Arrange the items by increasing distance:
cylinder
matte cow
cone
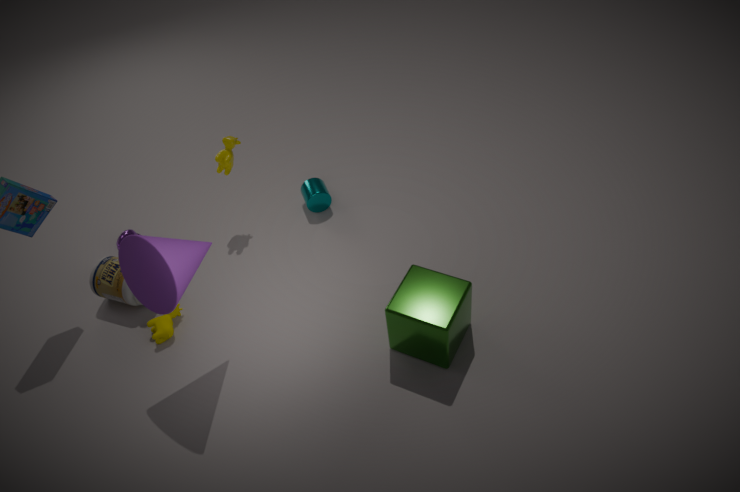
cone, matte cow, cylinder
